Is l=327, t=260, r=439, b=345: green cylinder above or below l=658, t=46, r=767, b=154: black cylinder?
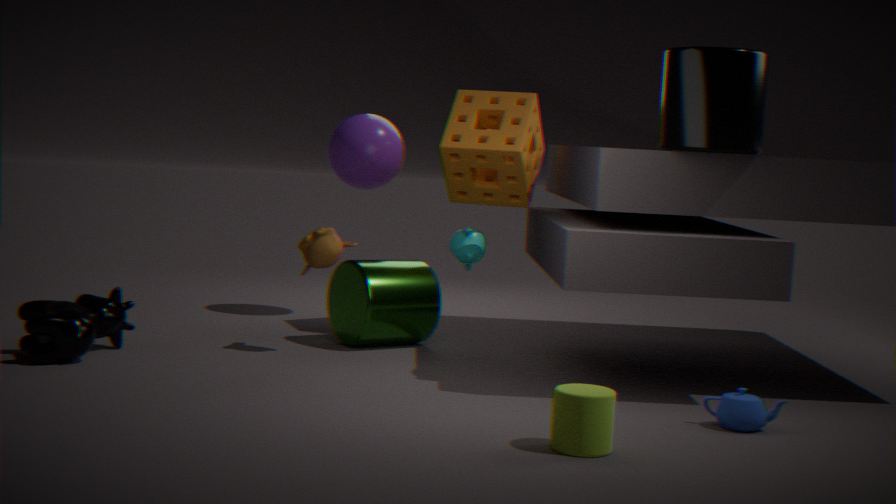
below
